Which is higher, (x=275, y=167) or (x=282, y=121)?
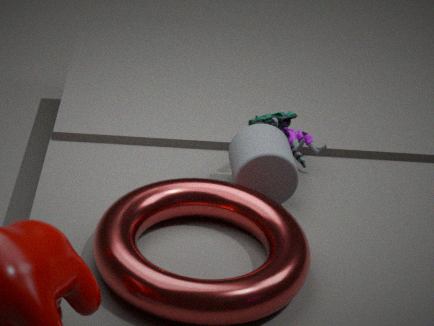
(x=282, y=121)
